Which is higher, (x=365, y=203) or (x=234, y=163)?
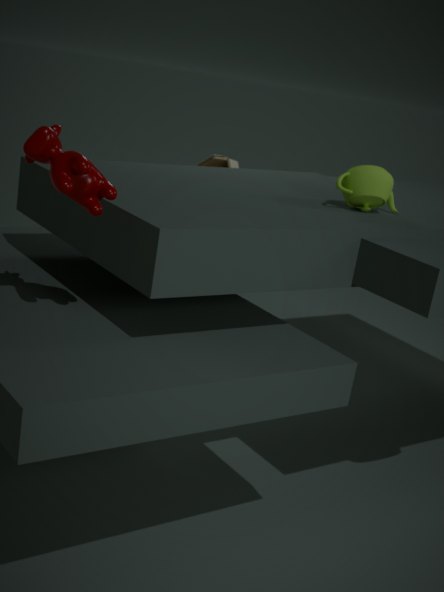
(x=365, y=203)
